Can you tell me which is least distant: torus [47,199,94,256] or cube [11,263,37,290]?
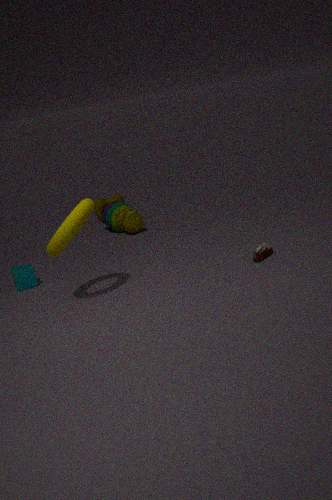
torus [47,199,94,256]
